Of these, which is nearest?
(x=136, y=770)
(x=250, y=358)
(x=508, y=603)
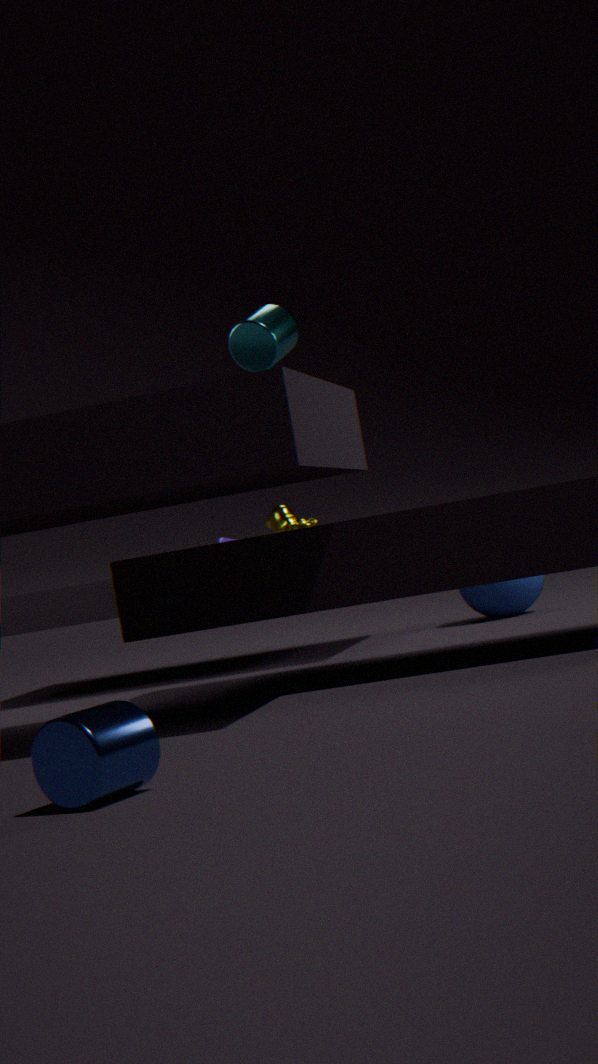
(x=136, y=770)
